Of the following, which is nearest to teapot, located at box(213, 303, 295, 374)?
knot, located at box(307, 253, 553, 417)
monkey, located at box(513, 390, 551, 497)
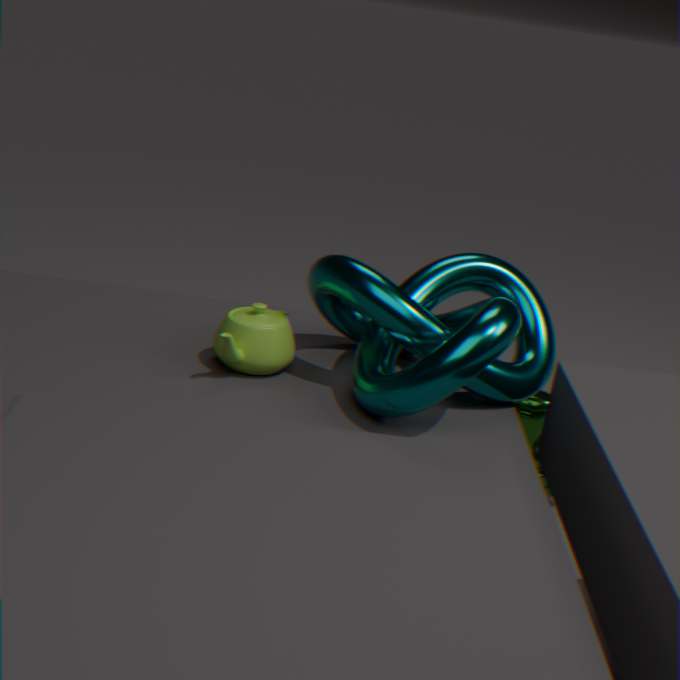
knot, located at box(307, 253, 553, 417)
